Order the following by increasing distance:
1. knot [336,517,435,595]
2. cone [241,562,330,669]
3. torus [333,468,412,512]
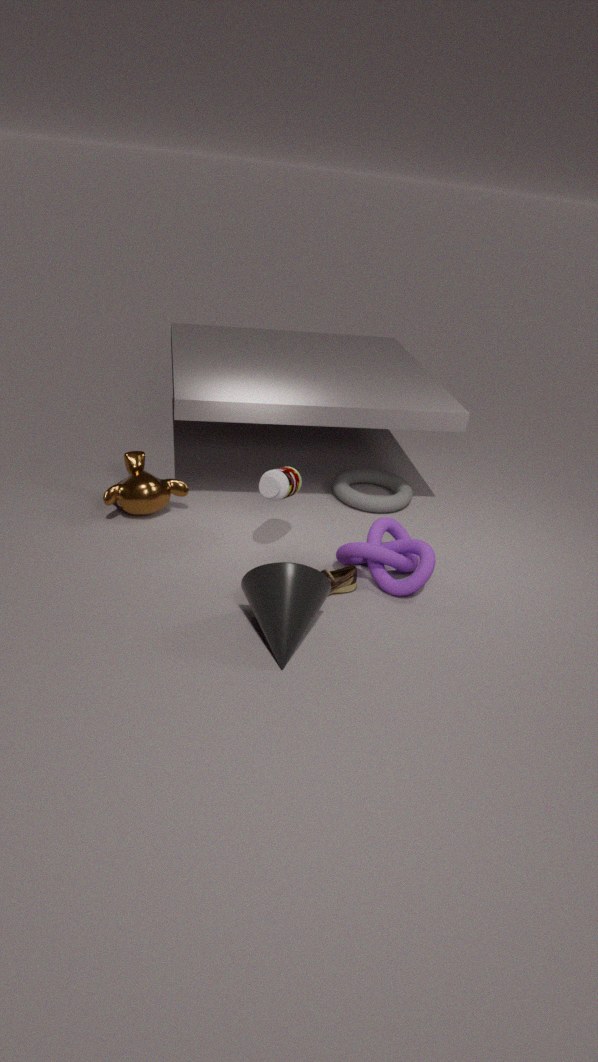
cone [241,562,330,669] → knot [336,517,435,595] → torus [333,468,412,512]
